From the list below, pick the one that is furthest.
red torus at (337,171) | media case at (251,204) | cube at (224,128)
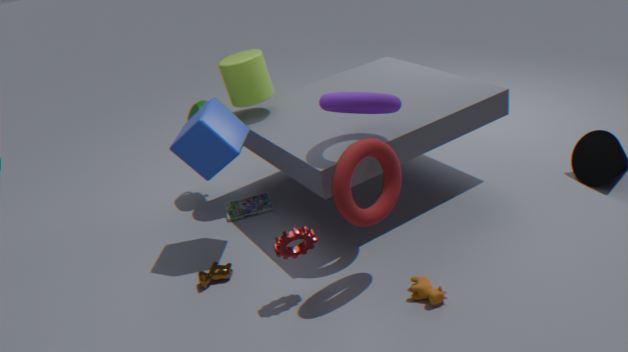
media case at (251,204)
